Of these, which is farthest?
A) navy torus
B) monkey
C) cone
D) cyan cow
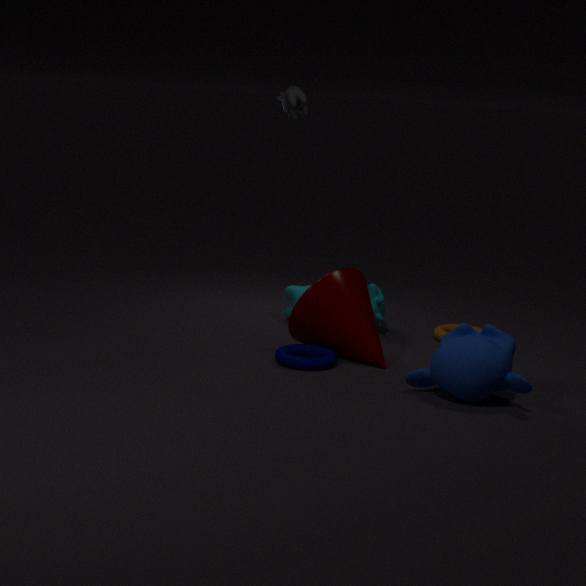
cyan cow
